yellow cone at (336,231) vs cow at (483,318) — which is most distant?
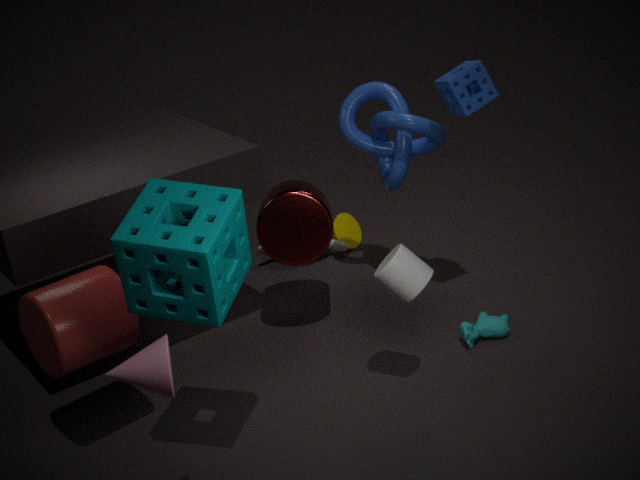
yellow cone at (336,231)
